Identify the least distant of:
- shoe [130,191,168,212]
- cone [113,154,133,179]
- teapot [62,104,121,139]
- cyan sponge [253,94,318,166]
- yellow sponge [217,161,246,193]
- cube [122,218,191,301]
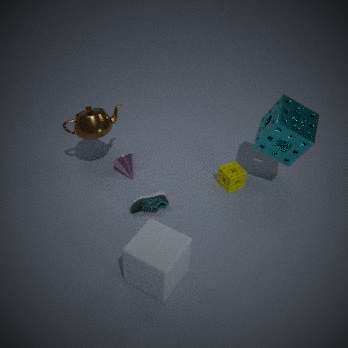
cube [122,218,191,301]
